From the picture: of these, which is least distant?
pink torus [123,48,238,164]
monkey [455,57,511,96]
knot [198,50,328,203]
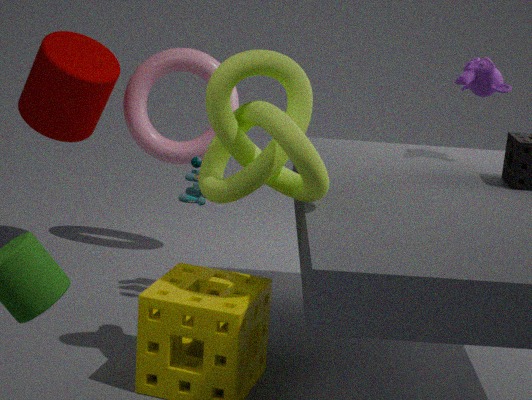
knot [198,50,328,203]
